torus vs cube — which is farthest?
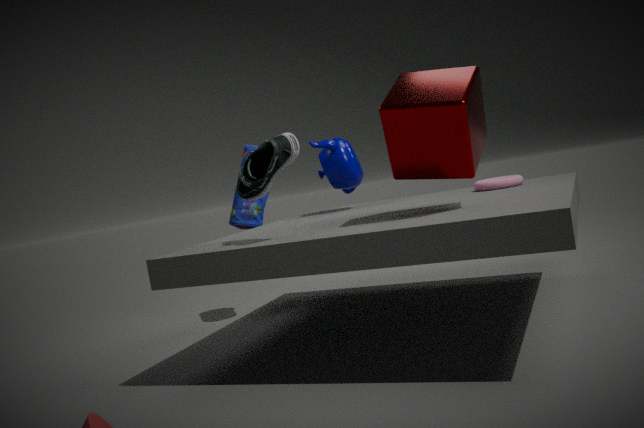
torus
